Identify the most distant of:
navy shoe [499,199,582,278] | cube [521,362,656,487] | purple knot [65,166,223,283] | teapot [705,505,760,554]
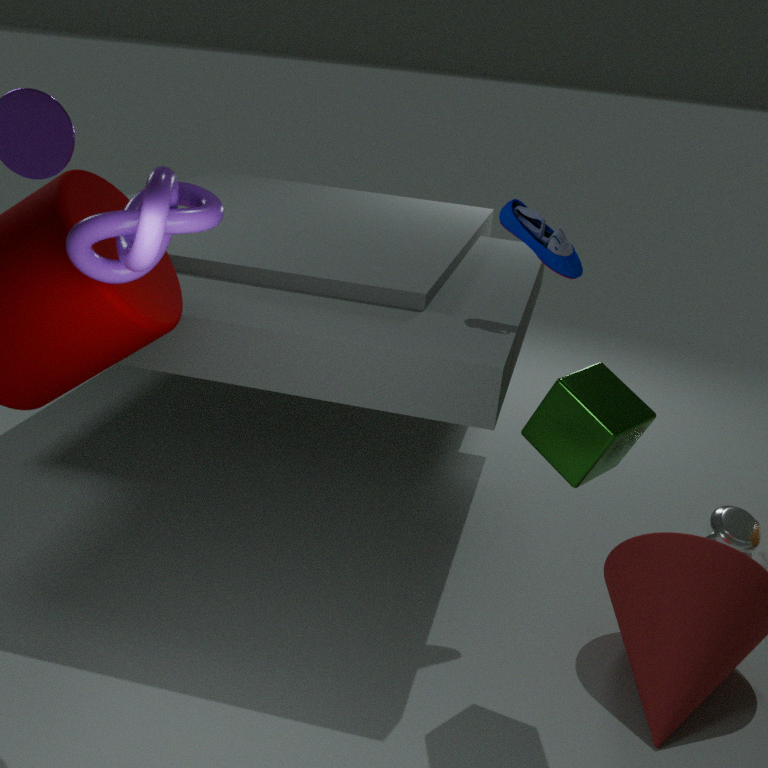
teapot [705,505,760,554]
